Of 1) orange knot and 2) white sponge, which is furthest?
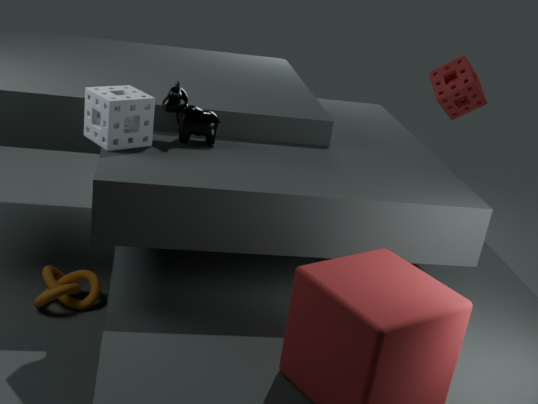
1. orange knot
